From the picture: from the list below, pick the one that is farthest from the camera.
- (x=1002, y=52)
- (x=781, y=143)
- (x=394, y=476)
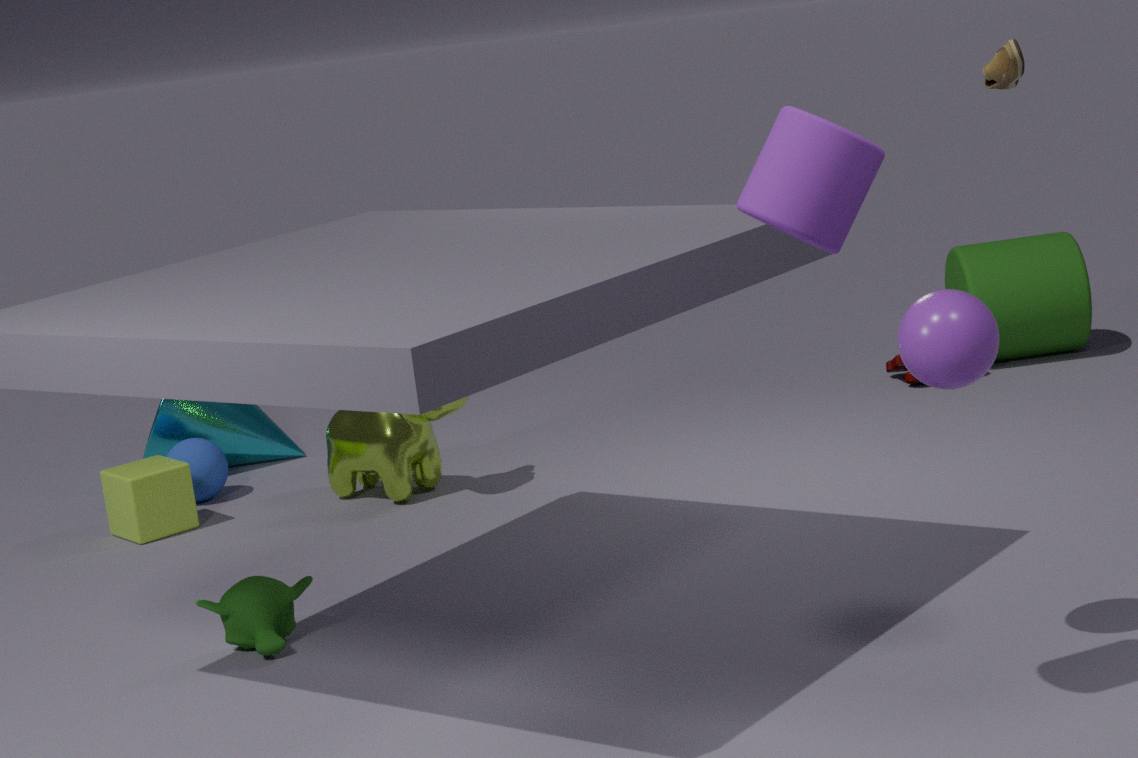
(x=394, y=476)
